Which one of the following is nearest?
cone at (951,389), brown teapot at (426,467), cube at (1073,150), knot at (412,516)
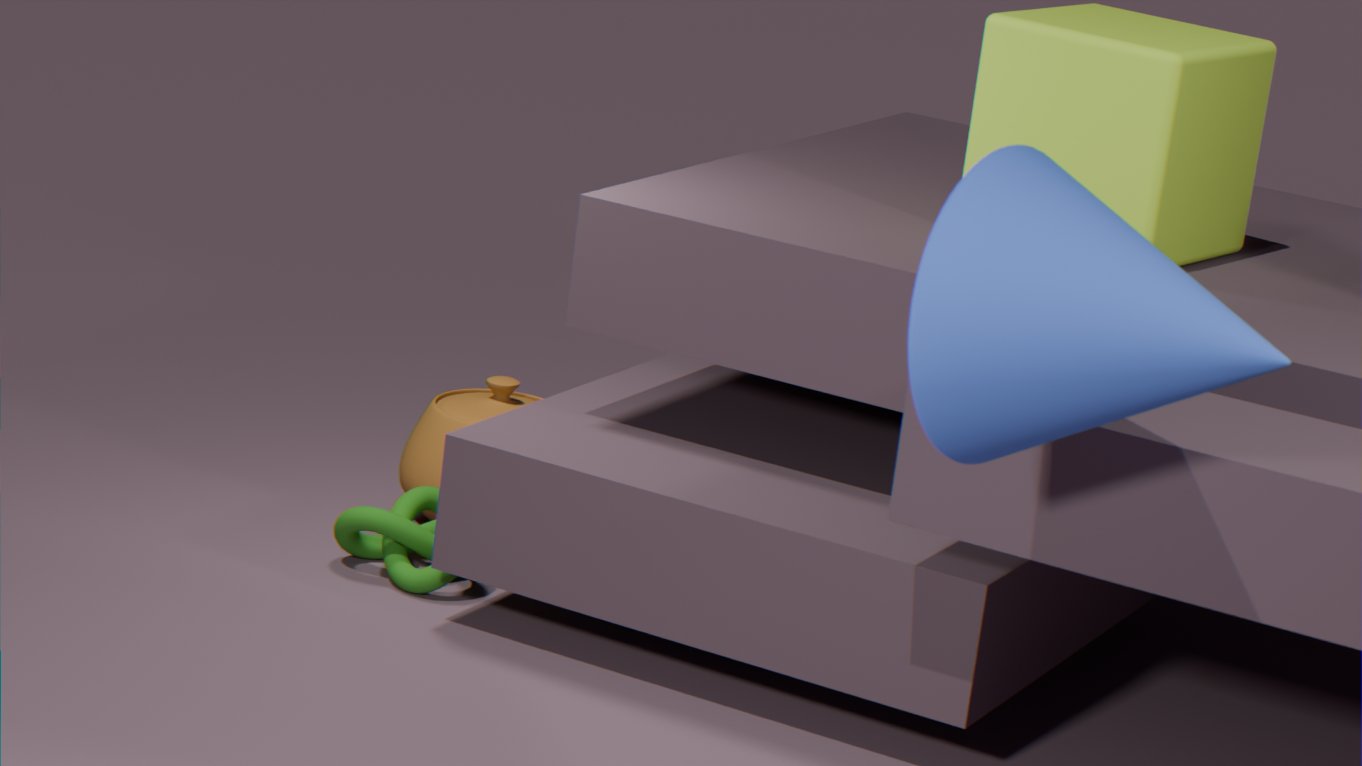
cone at (951,389)
